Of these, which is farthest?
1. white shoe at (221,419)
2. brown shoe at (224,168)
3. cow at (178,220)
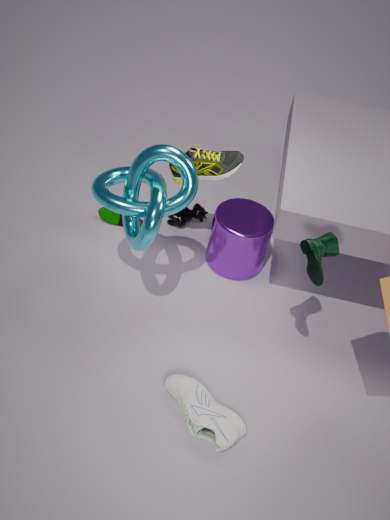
cow at (178,220)
